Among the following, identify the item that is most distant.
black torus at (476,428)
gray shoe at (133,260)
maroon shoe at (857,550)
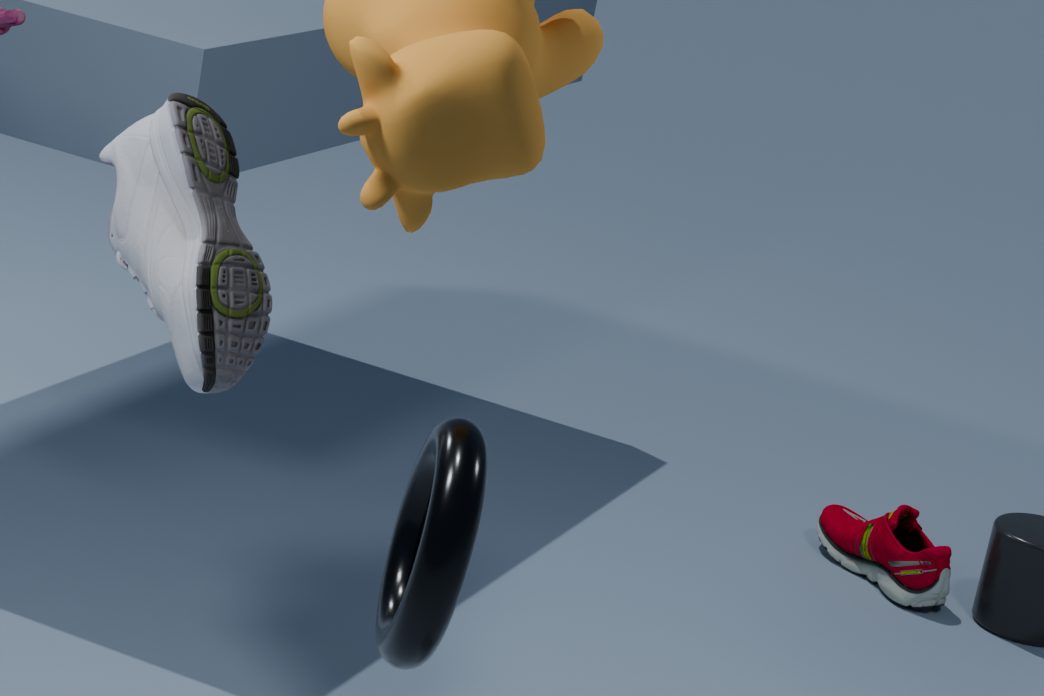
maroon shoe at (857,550)
